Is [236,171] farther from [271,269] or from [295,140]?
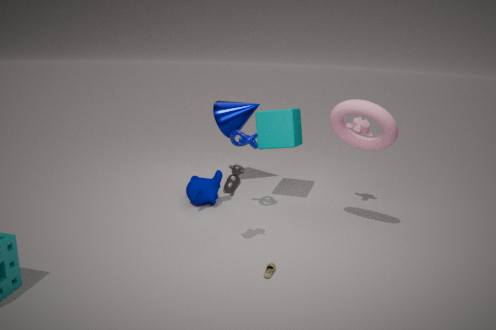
[295,140]
